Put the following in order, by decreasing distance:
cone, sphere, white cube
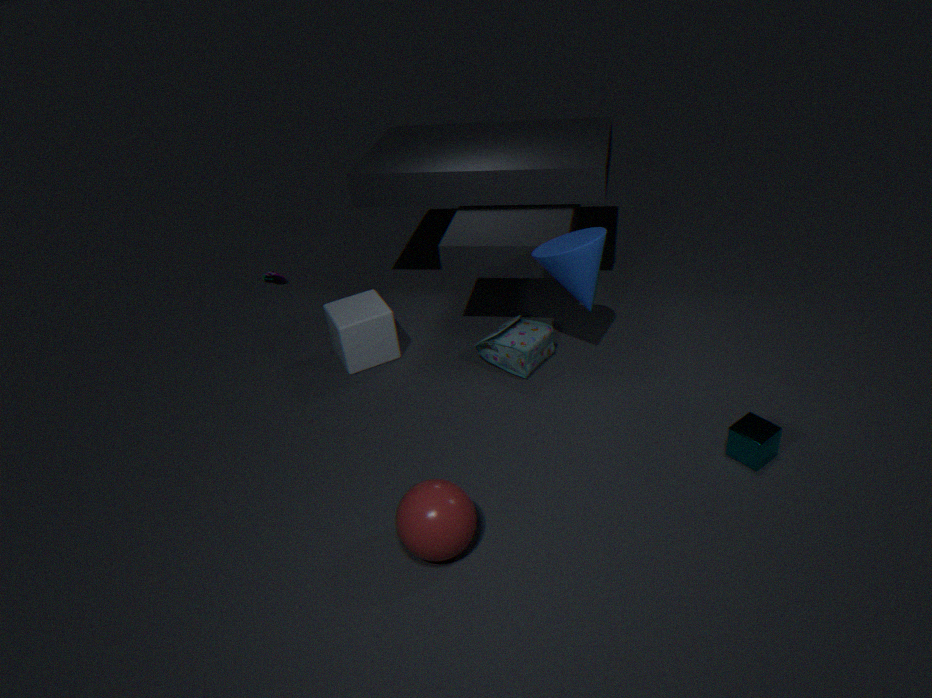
white cube
cone
sphere
